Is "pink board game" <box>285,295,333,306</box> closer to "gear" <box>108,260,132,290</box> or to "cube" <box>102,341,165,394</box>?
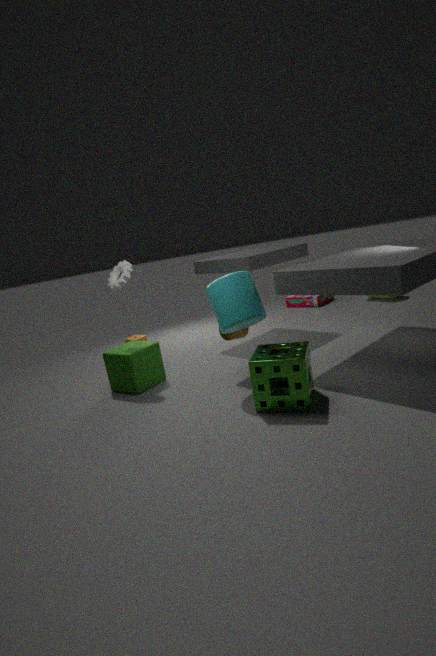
"cube" <box>102,341,165,394</box>
